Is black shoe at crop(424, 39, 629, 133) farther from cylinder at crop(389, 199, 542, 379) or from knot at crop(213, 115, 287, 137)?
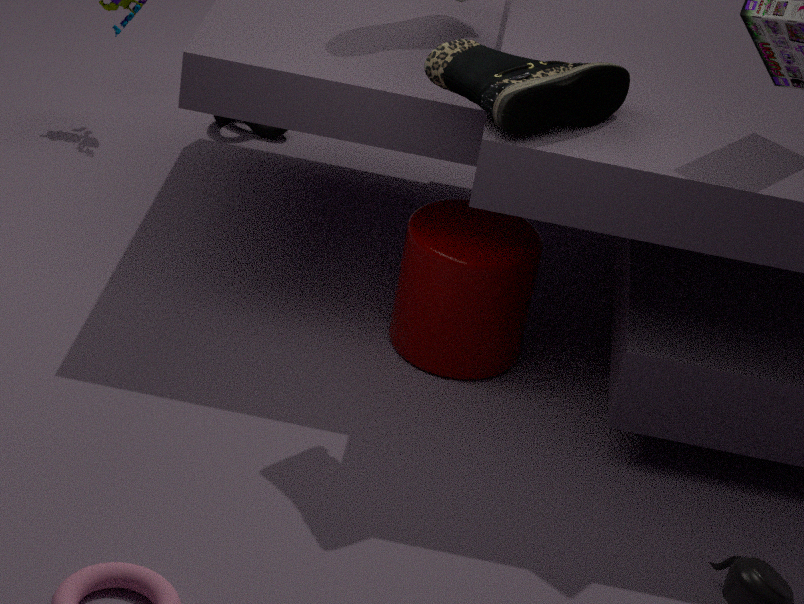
knot at crop(213, 115, 287, 137)
